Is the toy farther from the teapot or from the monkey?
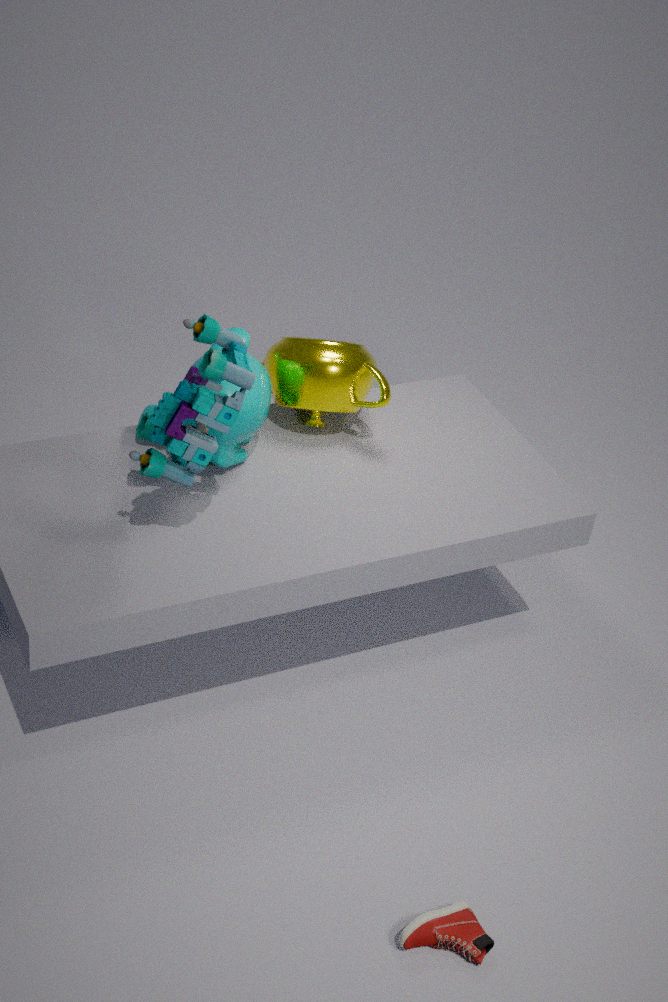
the teapot
